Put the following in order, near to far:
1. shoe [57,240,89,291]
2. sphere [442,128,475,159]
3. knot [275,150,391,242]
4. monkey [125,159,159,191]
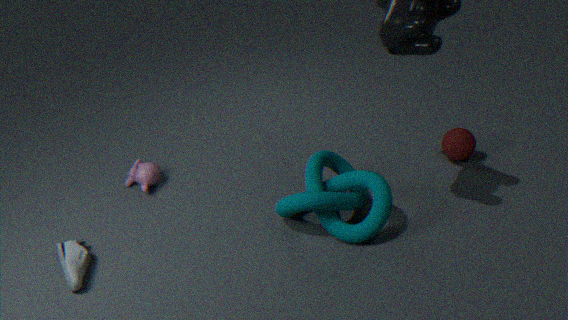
shoe [57,240,89,291]
knot [275,150,391,242]
monkey [125,159,159,191]
sphere [442,128,475,159]
